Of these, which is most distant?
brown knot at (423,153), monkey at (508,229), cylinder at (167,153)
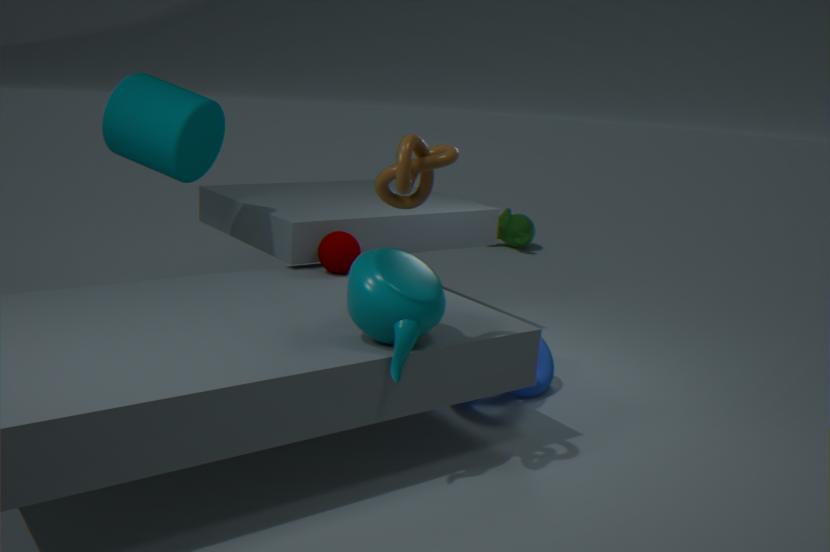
monkey at (508,229)
